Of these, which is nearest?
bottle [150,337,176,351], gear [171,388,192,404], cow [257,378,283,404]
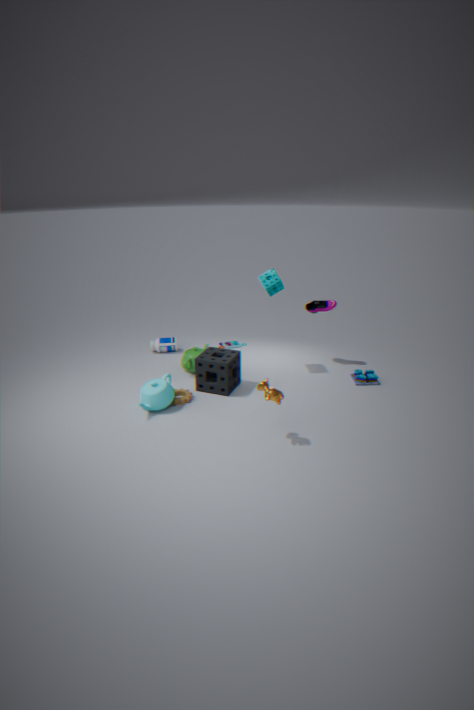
cow [257,378,283,404]
